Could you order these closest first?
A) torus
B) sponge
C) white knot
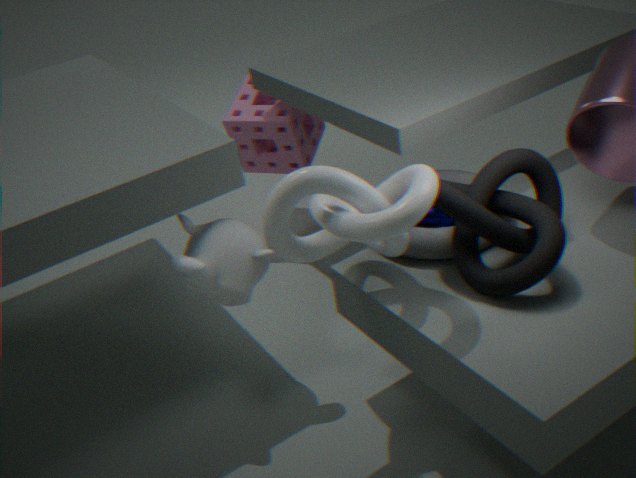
white knot
torus
sponge
